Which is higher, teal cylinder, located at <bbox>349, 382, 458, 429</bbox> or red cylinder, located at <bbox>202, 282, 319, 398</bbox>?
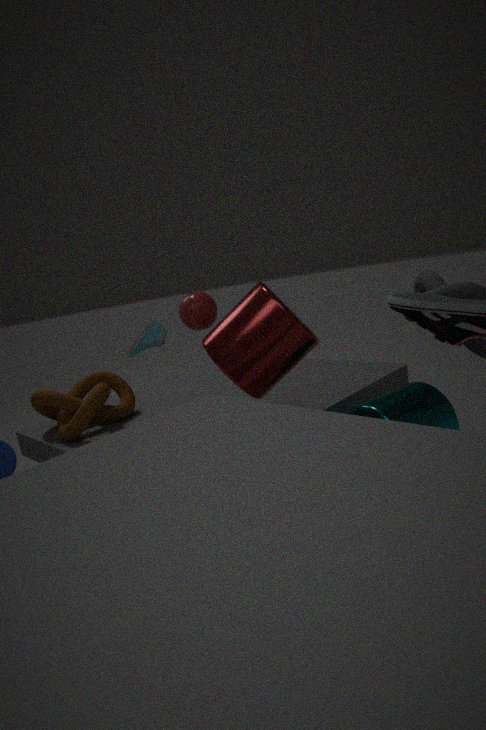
red cylinder, located at <bbox>202, 282, 319, 398</bbox>
